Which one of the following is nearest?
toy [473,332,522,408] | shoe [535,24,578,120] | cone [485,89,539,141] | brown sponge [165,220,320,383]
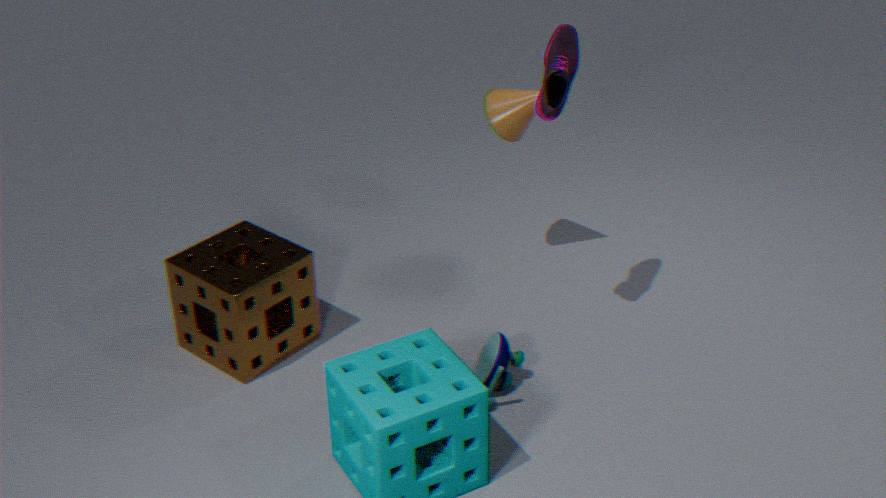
shoe [535,24,578,120]
